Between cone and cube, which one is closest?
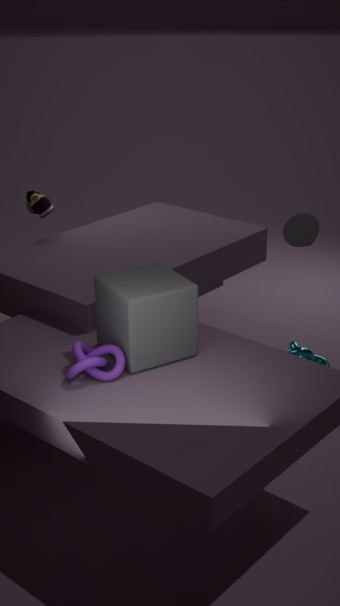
cube
